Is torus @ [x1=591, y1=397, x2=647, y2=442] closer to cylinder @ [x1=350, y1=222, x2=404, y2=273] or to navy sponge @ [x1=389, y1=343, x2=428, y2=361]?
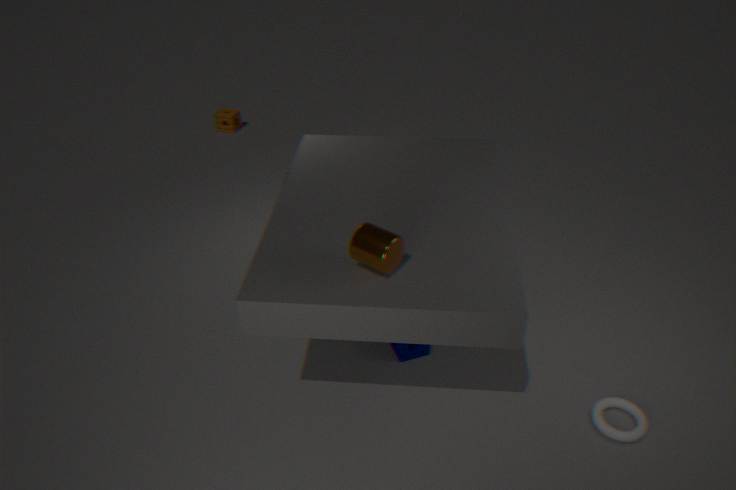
navy sponge @ [x1=389, y1=343, x2=428, y2=361]
